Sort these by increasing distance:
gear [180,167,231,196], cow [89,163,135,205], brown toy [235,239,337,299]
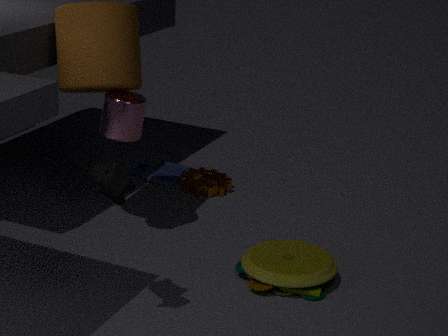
1. cow [89,163,135,205]
2. brown toy [235,239,337,299]
3. gear [180,167,231,196]
